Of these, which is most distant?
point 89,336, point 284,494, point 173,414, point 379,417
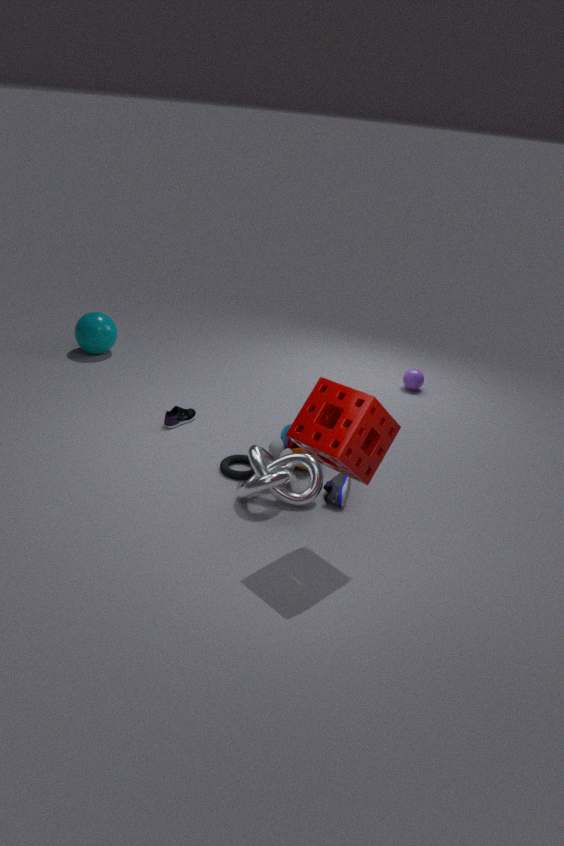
point 89,336
